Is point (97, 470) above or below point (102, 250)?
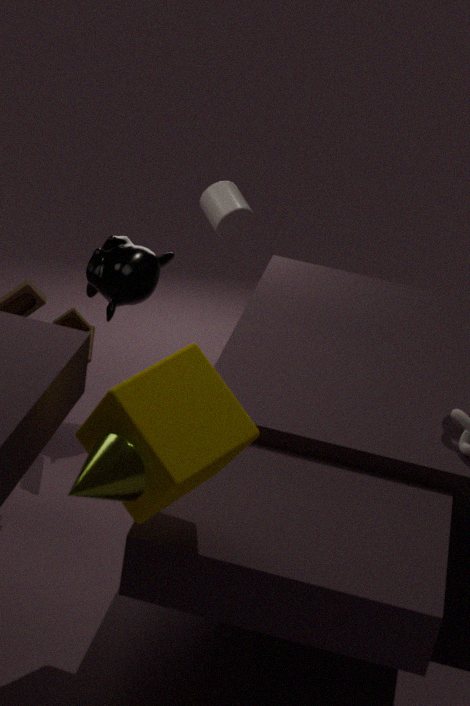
above
